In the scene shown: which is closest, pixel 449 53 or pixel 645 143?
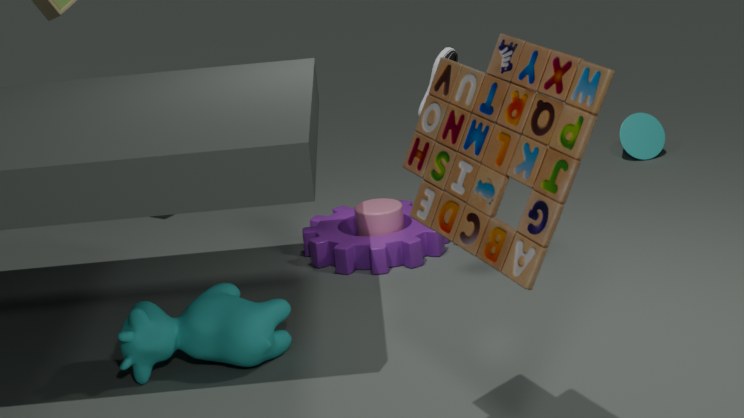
pixel 449 53
